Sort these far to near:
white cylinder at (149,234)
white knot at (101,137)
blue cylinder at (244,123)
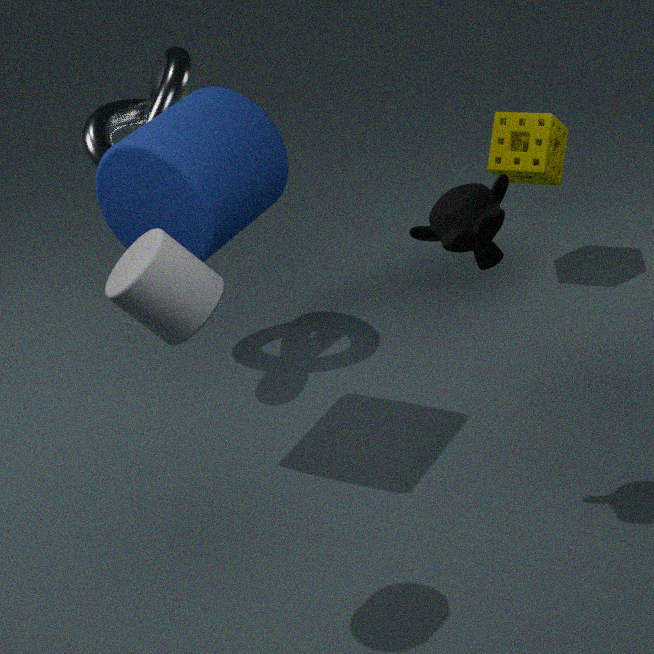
1. white knot at (101,137)
2. blue cylinder at (244,123)
3. white cylinder at (149,234)
